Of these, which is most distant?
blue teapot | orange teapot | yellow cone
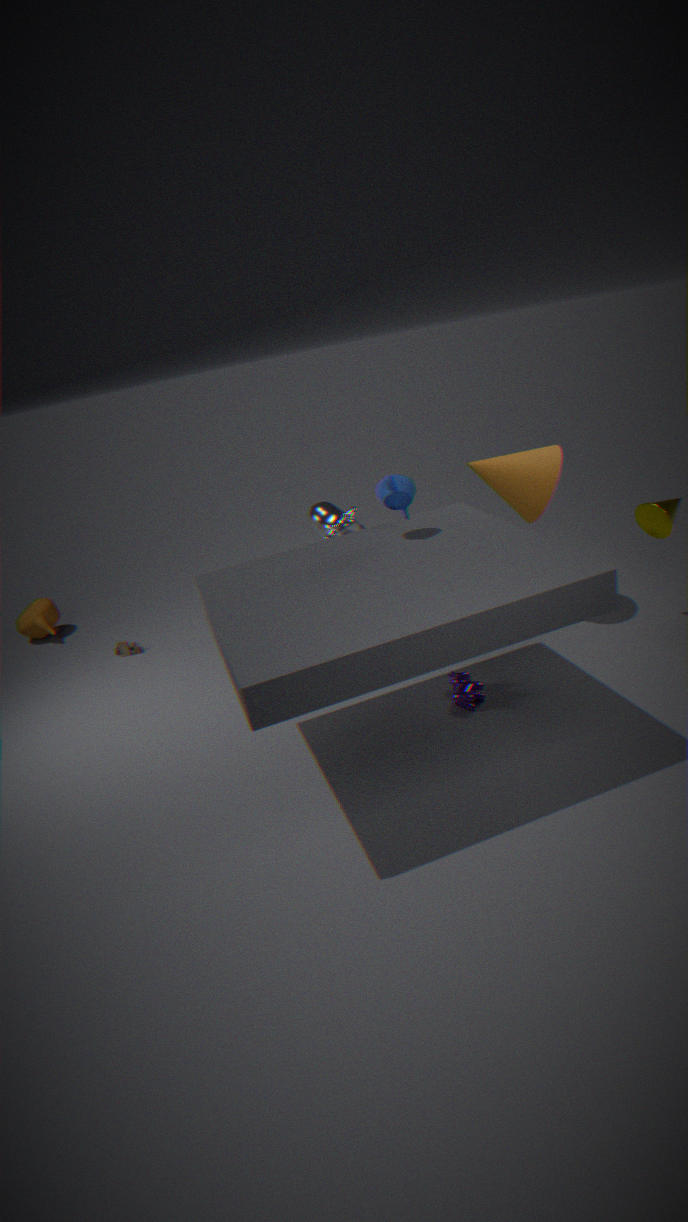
orange teapot
